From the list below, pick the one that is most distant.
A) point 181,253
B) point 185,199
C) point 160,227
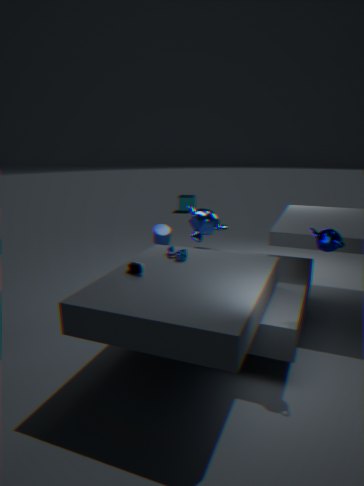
point 185,199
